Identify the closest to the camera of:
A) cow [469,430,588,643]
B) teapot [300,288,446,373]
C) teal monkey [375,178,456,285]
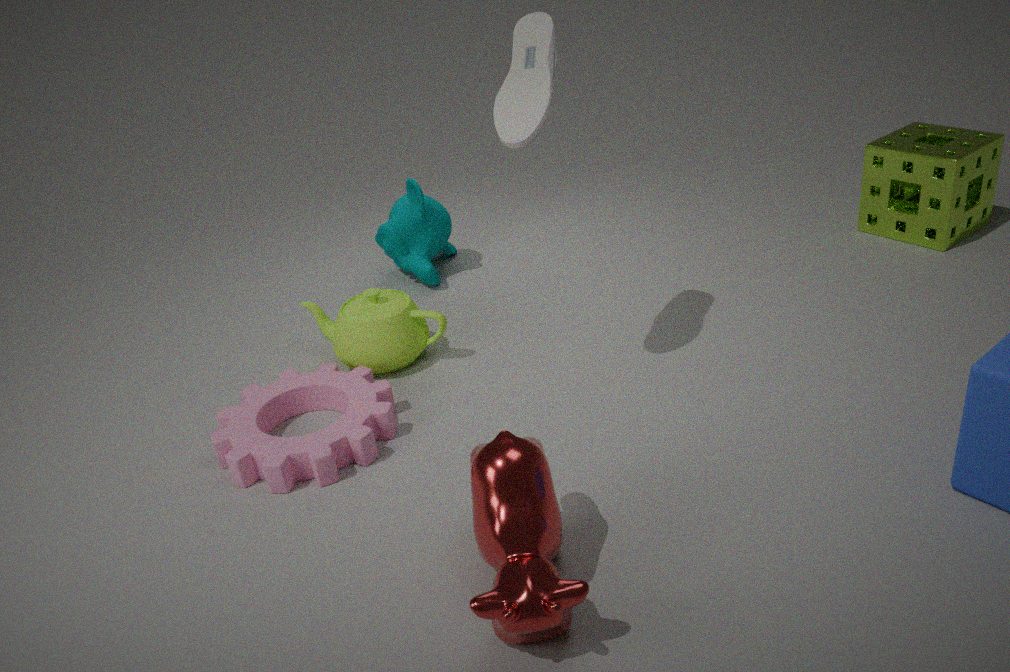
cow [469,430,588,643]
